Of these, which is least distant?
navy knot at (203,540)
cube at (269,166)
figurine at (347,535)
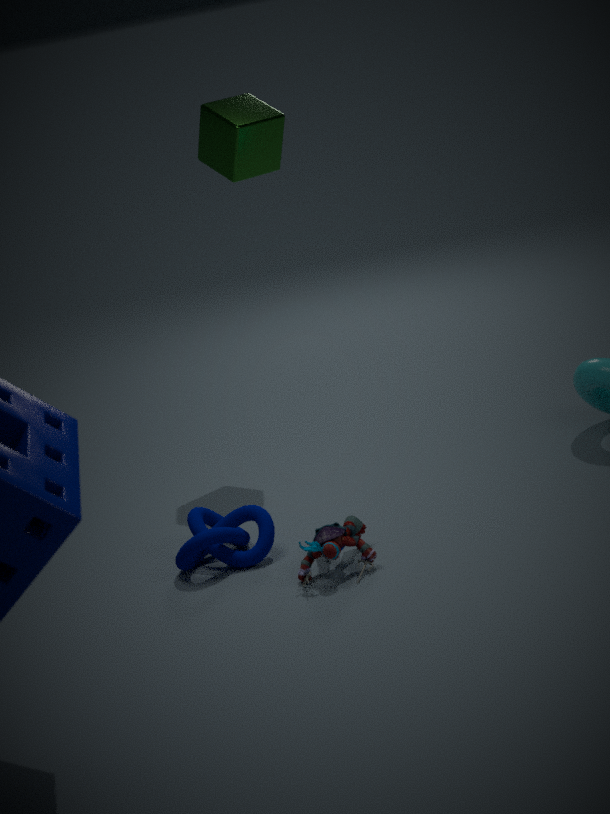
figurine at (347,535)
